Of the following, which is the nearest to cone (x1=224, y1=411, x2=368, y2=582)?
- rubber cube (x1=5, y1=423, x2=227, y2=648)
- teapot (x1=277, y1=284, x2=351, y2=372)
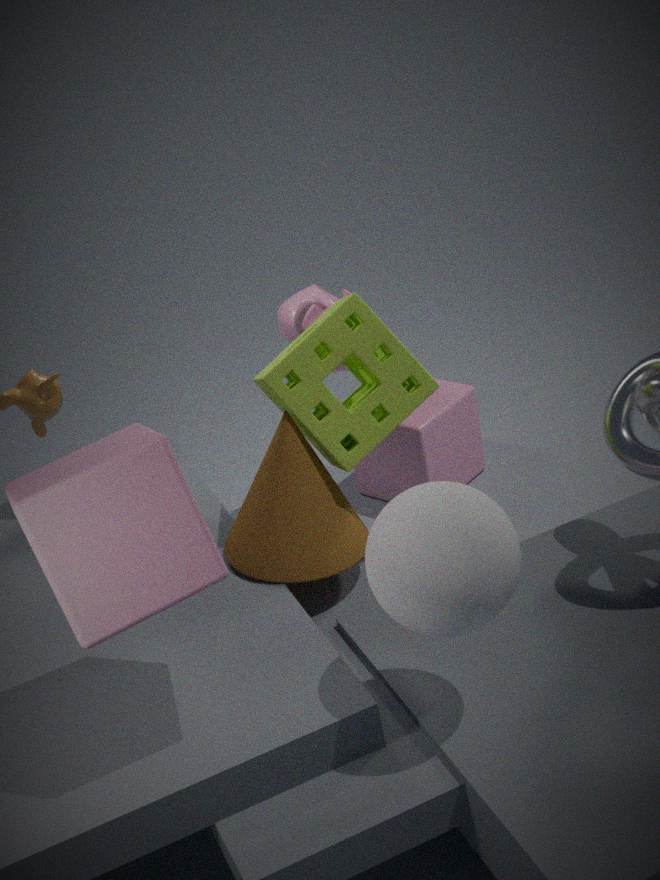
rubber cube (x1=5, y1=423, x2=227, y2=648)
